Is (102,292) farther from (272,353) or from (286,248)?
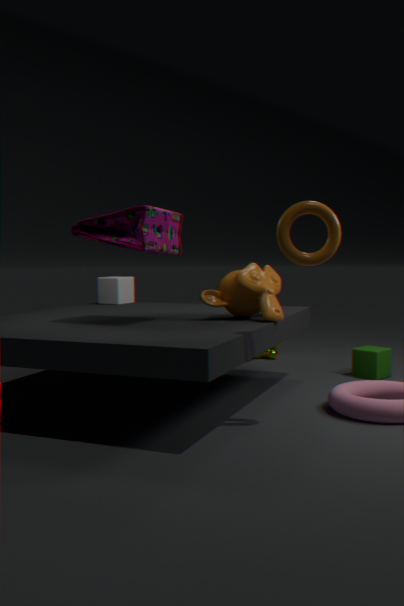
(286,248)
